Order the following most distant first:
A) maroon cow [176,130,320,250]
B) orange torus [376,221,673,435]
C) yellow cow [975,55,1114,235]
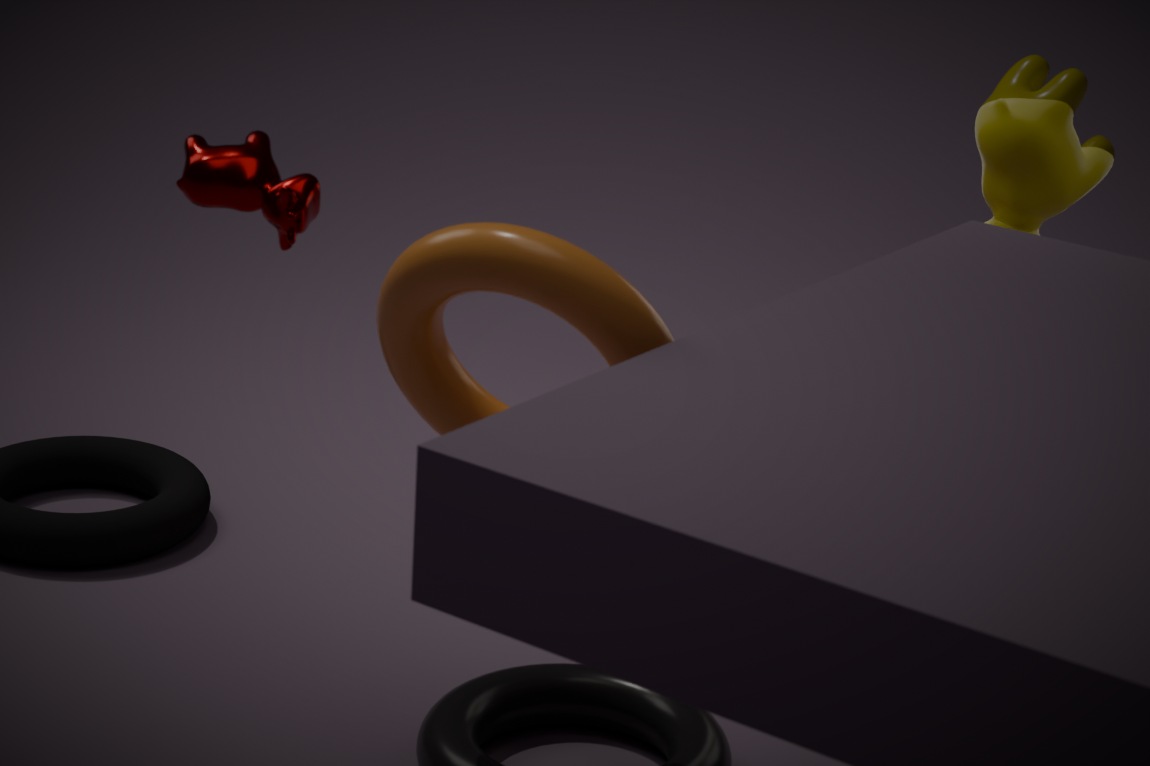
yellow cow [975,55,1114,235]
maroon cow [176,130,320,250]
orange torus [376,221,673,435]
